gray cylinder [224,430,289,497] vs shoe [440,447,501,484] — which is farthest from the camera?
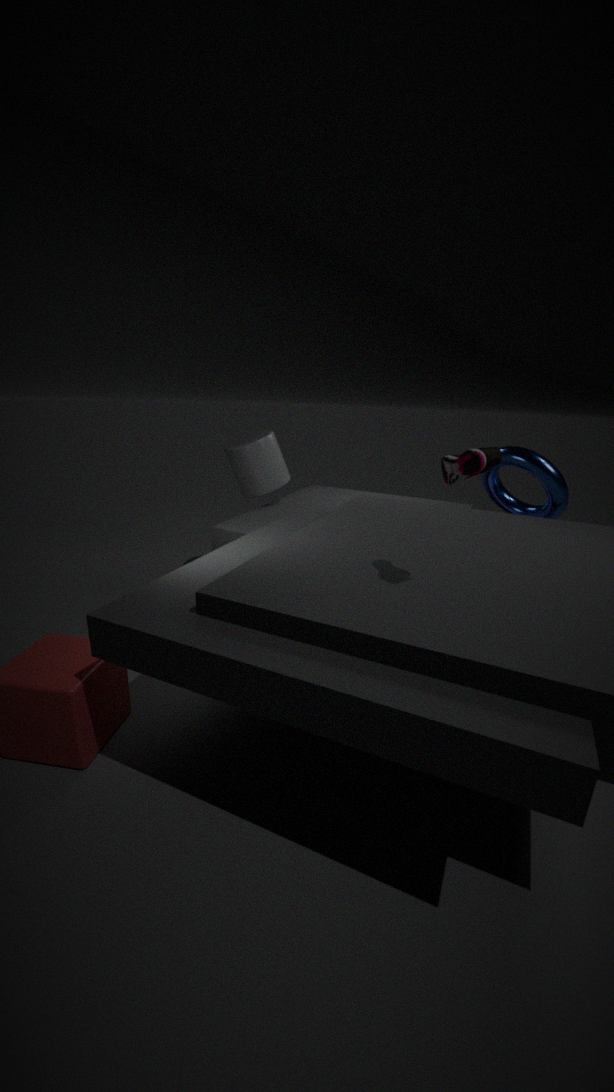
gray cylinder [224,430,289,497]
